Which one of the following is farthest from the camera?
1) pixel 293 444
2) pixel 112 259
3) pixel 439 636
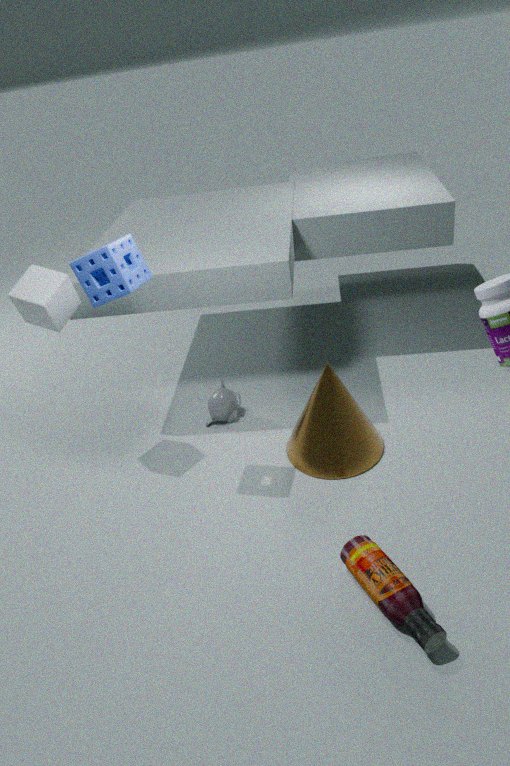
1. pixel 293 444
